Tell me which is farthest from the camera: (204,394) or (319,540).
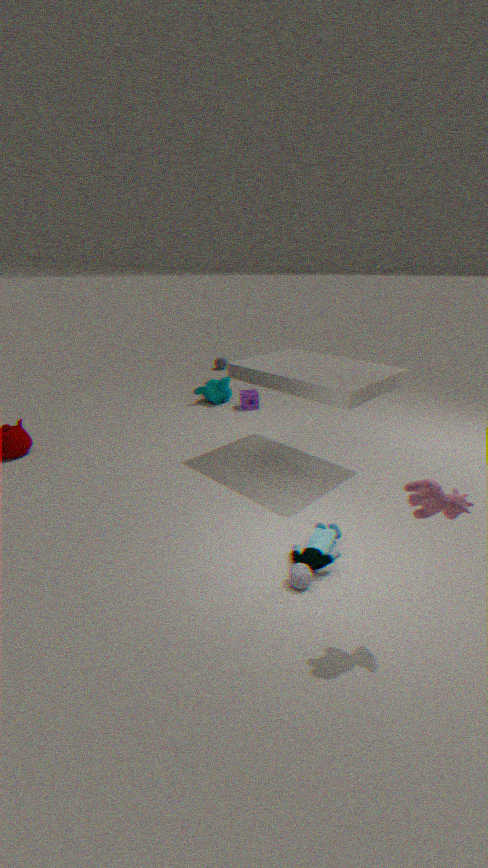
(204,394)
